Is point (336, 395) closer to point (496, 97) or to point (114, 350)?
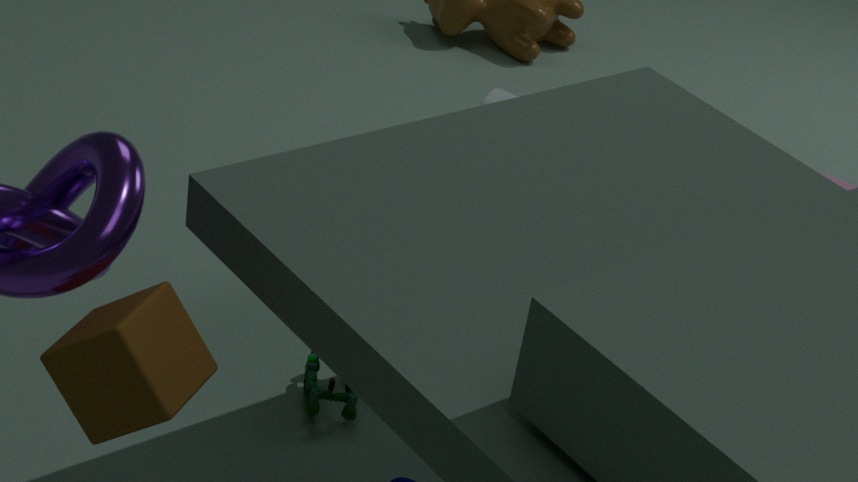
point (114, 350)
